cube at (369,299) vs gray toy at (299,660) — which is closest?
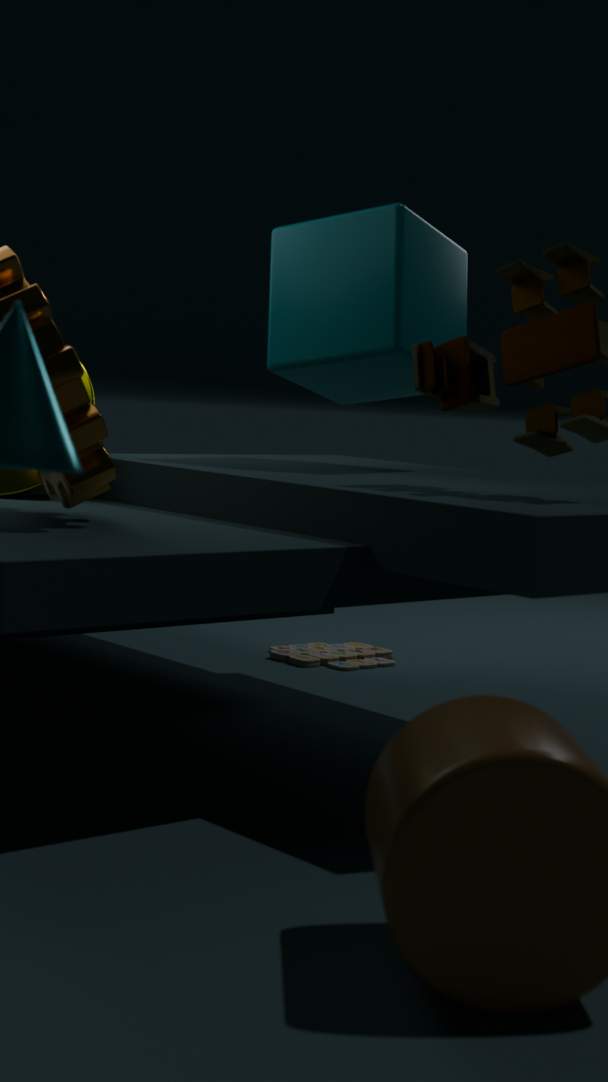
cube at (369,299)
